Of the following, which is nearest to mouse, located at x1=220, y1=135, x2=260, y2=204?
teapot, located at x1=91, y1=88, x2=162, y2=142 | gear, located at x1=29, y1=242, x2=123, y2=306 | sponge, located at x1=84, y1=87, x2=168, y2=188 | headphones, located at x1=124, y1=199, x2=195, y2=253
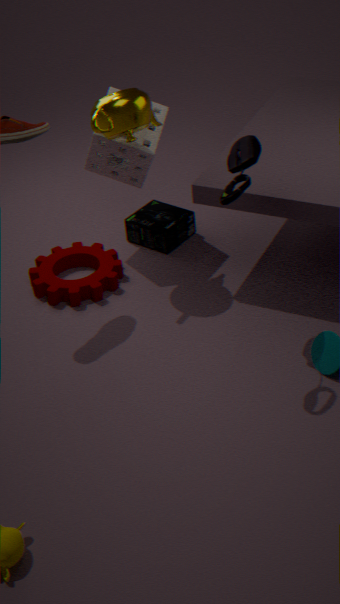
teapot, located at x1=91, y1=88, x2=162, y2=142
